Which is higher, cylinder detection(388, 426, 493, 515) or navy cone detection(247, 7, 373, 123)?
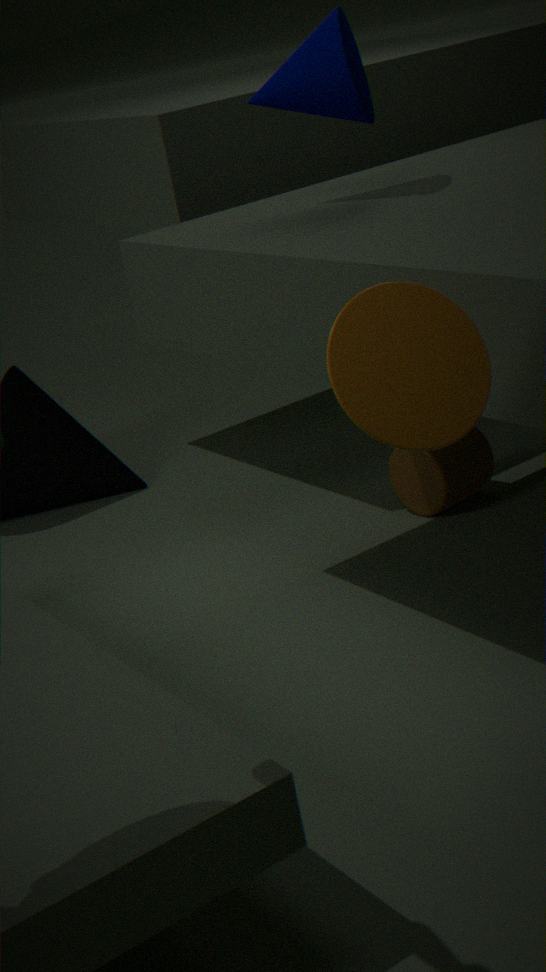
navy cone detection(247, 7, 373, 123)
